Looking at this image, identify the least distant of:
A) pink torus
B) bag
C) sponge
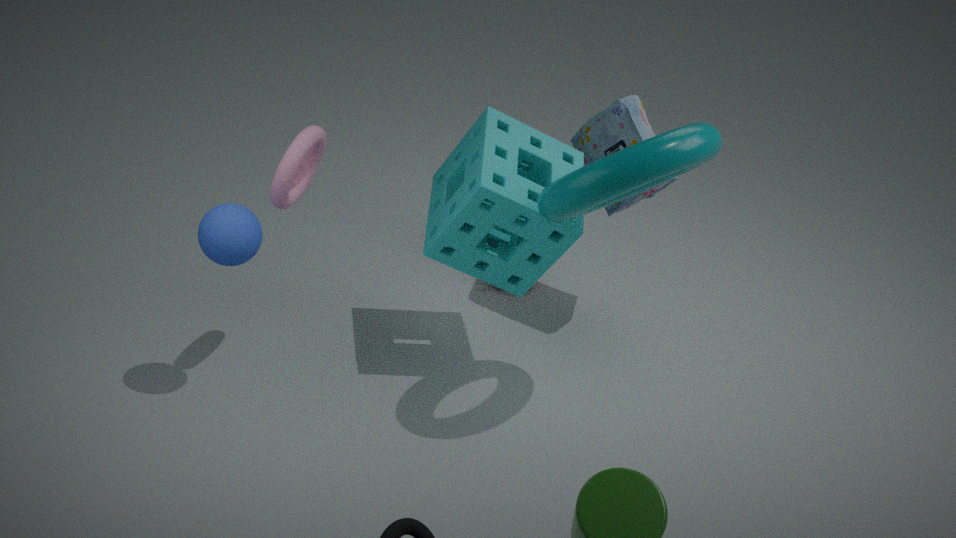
pink torus
